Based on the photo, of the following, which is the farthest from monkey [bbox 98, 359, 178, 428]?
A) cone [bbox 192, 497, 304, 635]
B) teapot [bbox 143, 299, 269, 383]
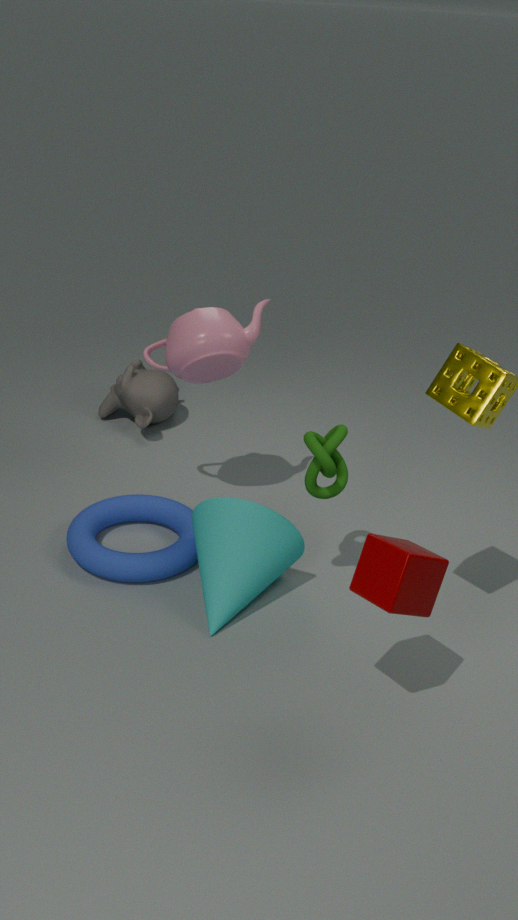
cone [bbox 192, 497, 304, 635]
